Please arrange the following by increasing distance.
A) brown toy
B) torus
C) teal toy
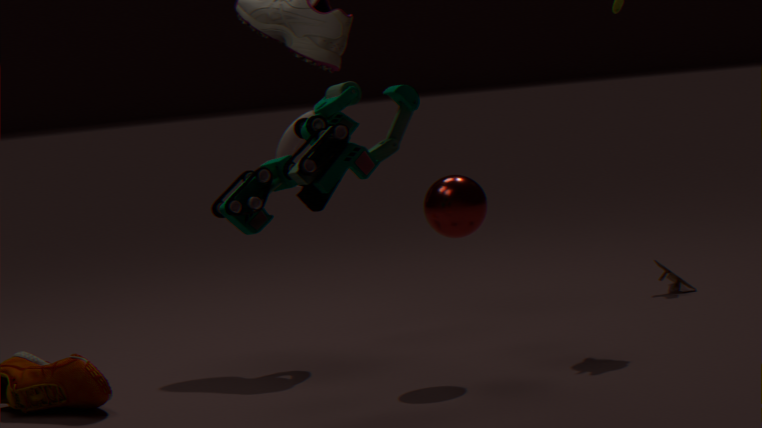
1. teal toy
2. torus
3. brown toy
